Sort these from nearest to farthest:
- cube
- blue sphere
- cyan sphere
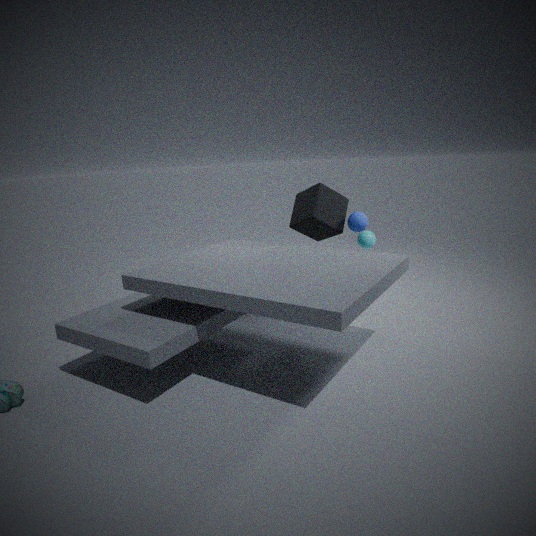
blue sphere < cube < cyan sphere
